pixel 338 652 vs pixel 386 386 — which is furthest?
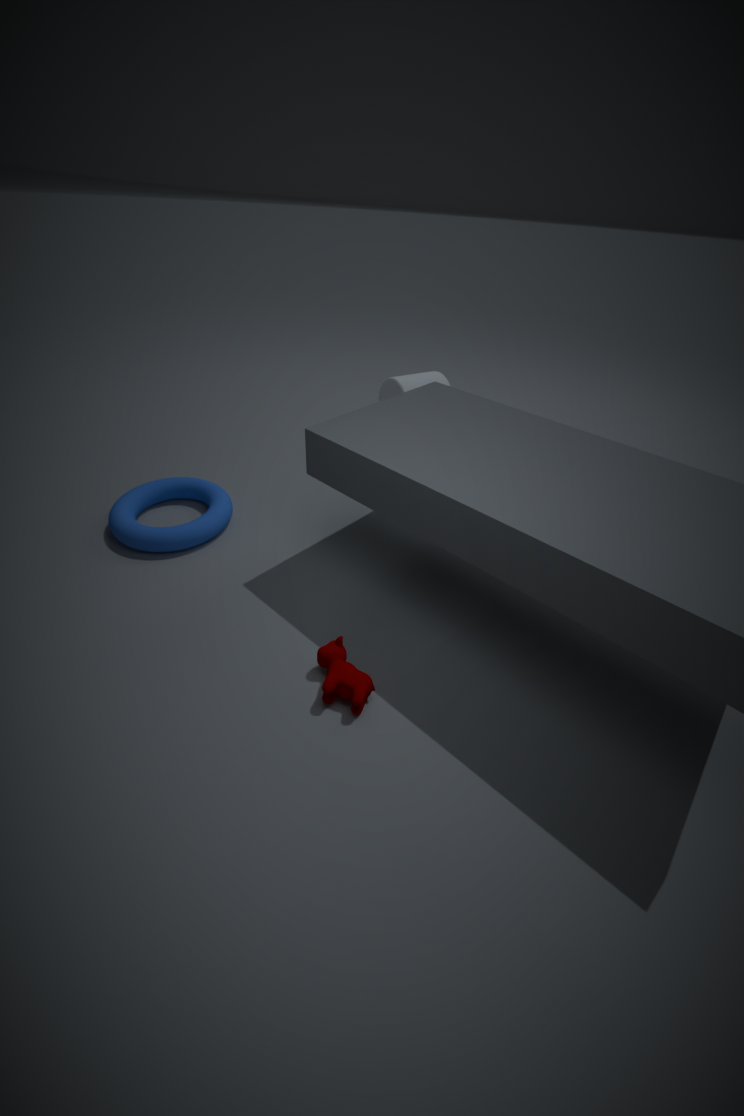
pixel 386 386
